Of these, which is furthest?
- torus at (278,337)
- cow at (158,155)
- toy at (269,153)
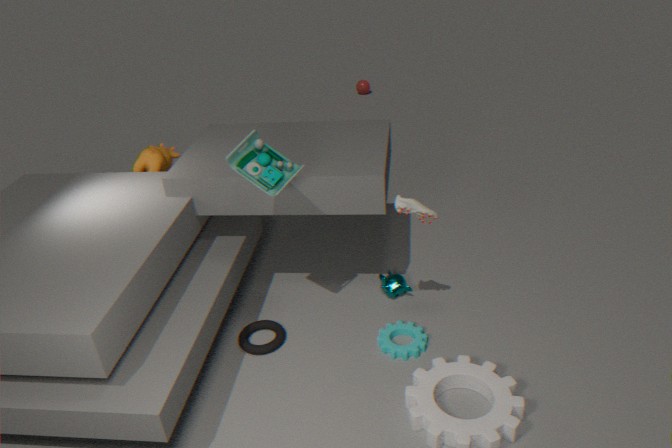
cow at (158,155)
